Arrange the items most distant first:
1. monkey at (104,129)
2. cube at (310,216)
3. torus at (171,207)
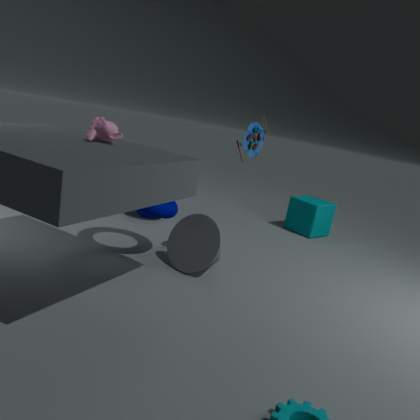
cube at (310,216) → torus at (171,207) → monkey at (104,129)
